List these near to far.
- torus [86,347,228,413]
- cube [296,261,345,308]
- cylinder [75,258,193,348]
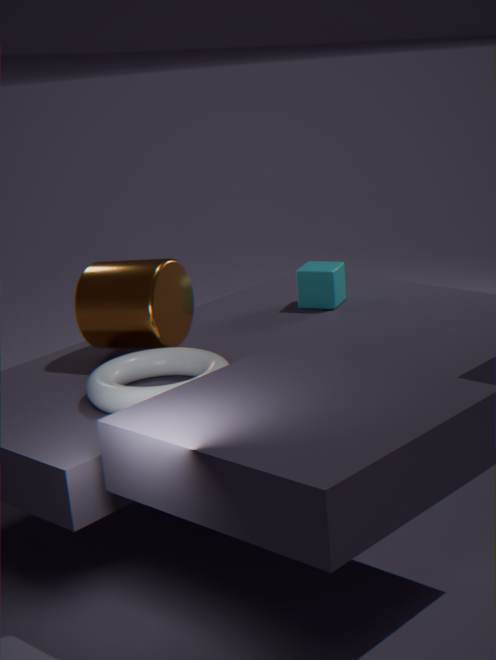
1. torus [86,347,228,413]
2. cylinder [75,258,193,348]
3. cube [296,261,345,308]
